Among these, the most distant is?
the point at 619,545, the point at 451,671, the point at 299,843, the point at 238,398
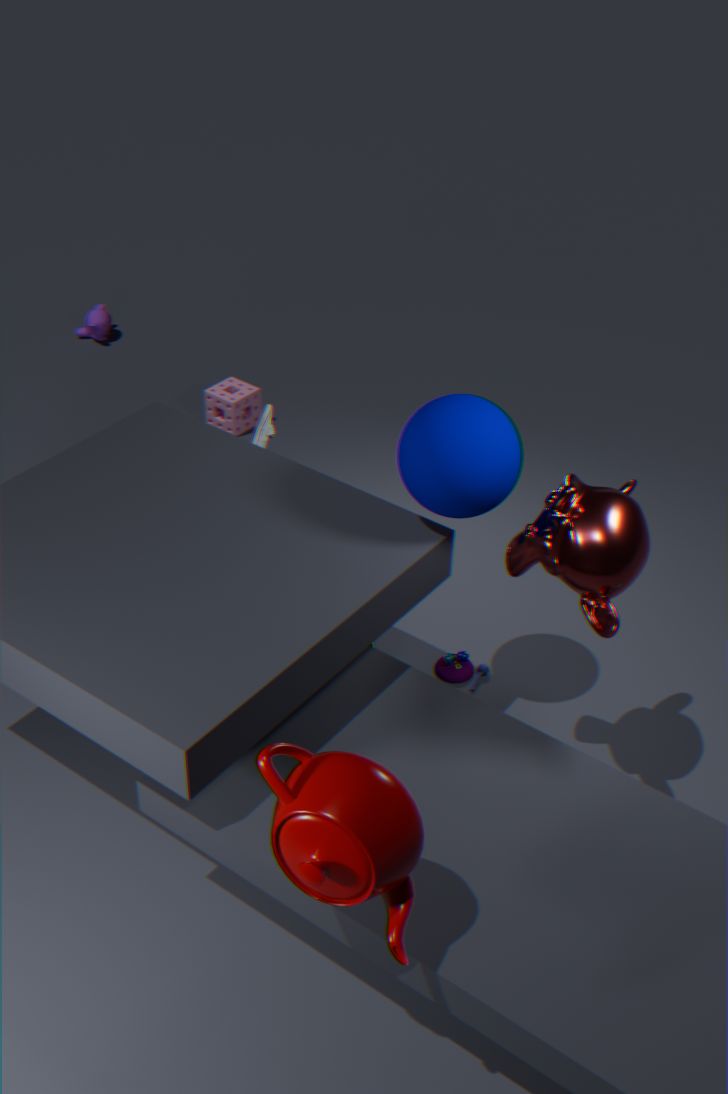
the point at 238,398
